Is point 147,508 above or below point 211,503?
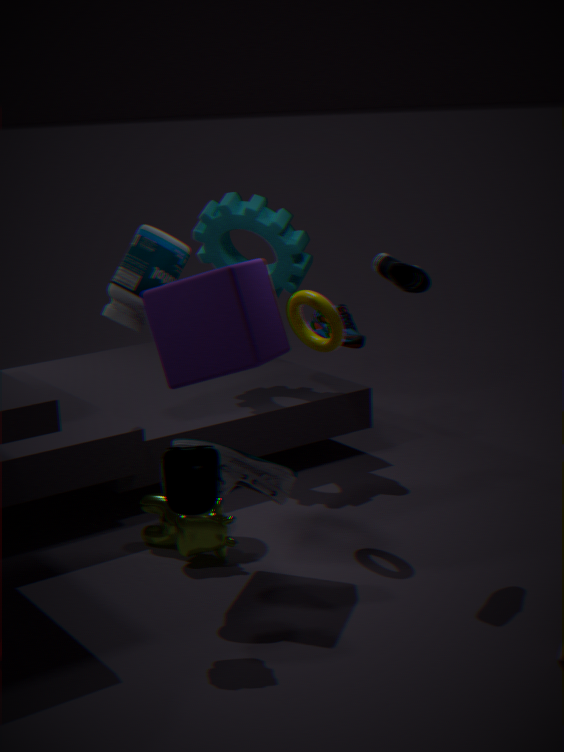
below
